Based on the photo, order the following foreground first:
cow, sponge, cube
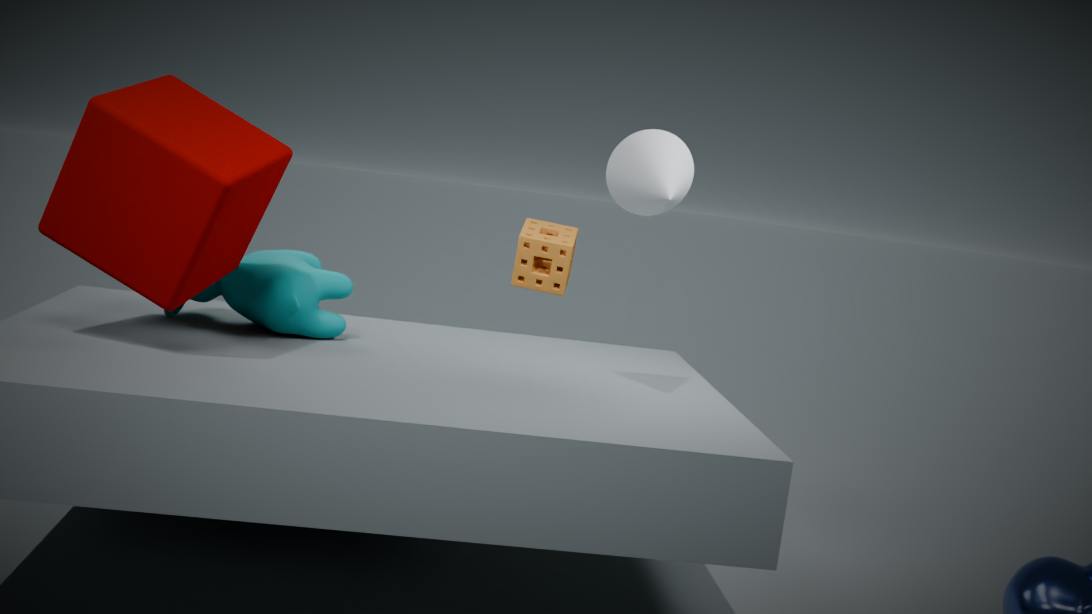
cube
cow
sponge
